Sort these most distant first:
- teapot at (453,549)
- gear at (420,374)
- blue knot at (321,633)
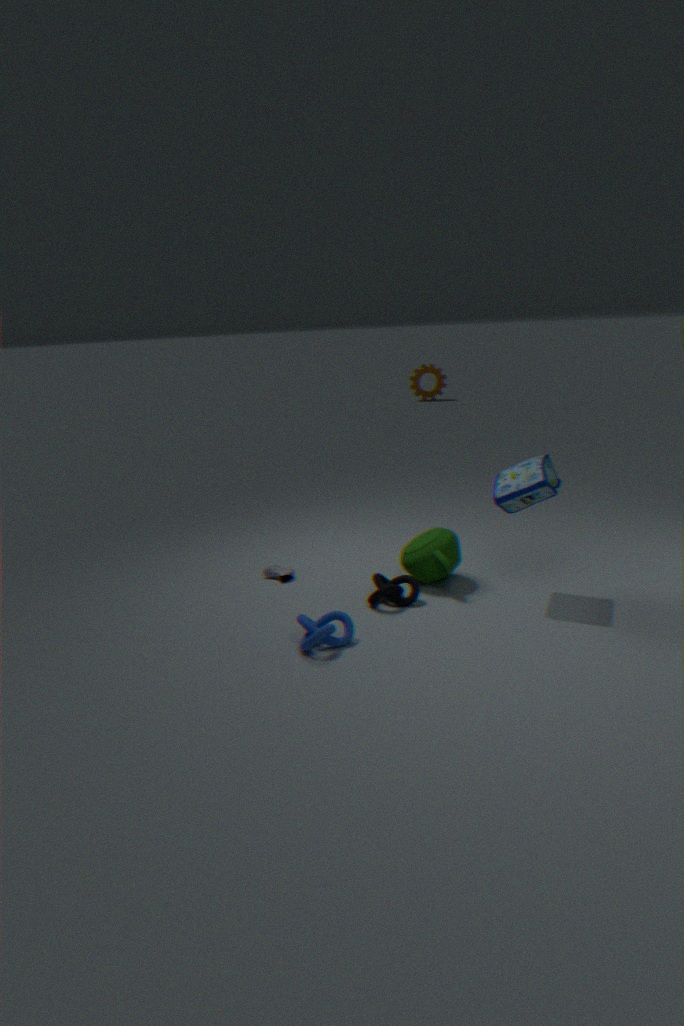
gear at (420,374) < teapot at (453,549) < blue knot at (321,633)
